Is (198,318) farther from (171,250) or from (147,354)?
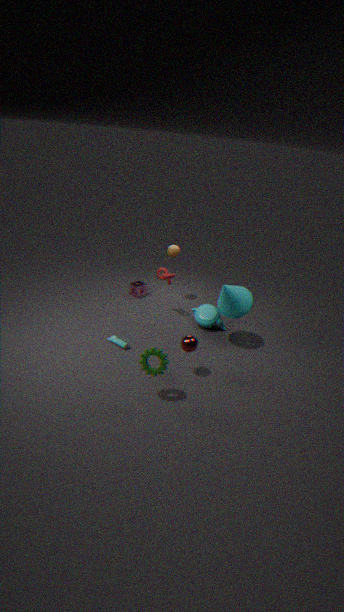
(147,354)
